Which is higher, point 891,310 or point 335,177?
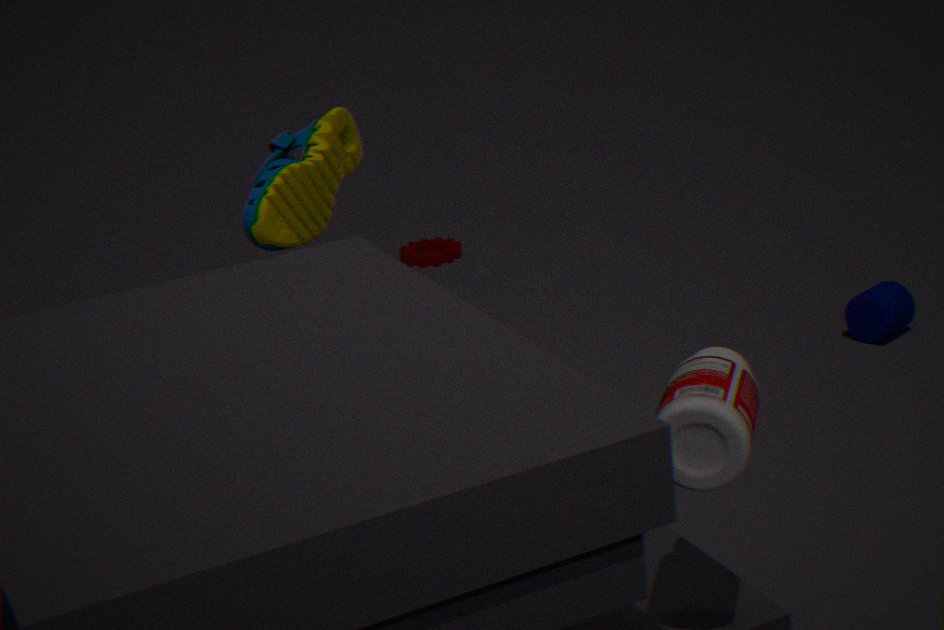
point 335,177
